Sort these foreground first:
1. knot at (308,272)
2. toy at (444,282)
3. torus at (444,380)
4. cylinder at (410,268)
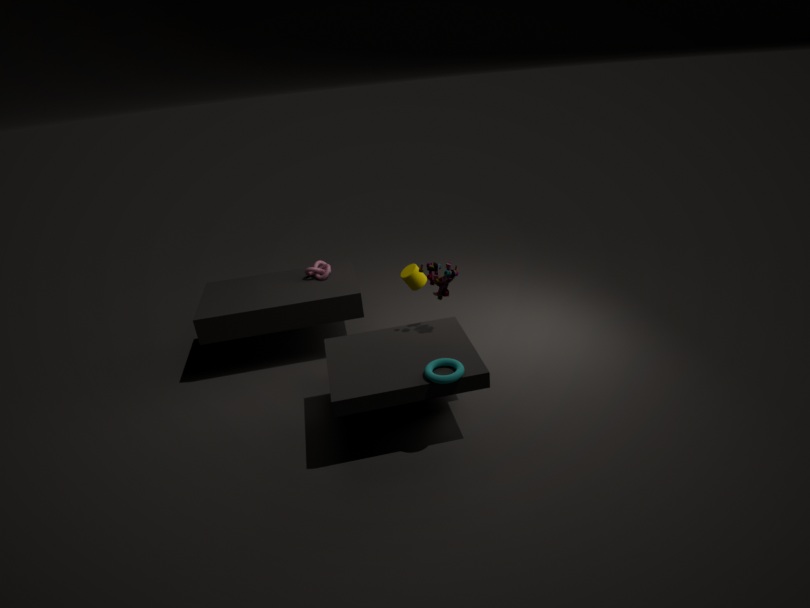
torus at (444,380)
toy at (444,282)
cylinder at (410,268)
knot at (308,272)
